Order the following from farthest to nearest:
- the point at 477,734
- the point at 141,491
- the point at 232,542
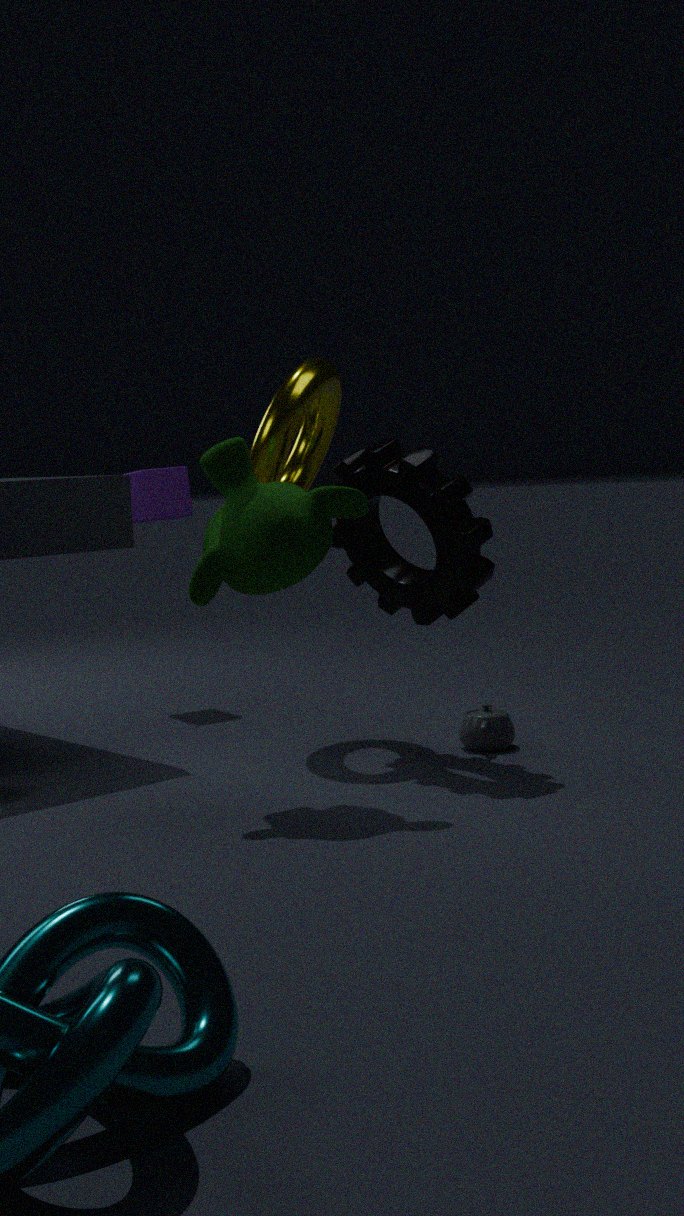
the point at 141,491 < the point at 477,734 < the point at 232,542
